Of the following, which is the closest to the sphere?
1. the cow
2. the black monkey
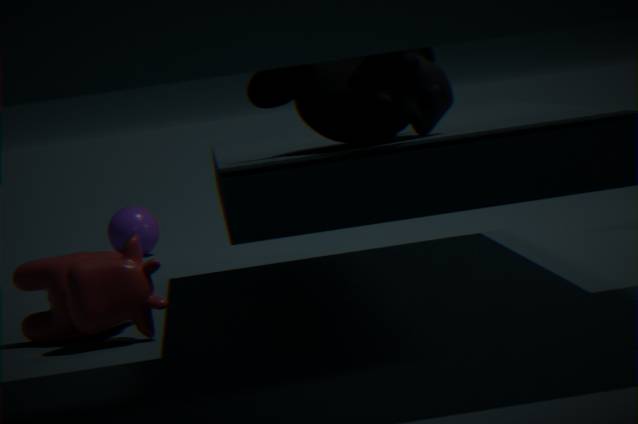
the cow
